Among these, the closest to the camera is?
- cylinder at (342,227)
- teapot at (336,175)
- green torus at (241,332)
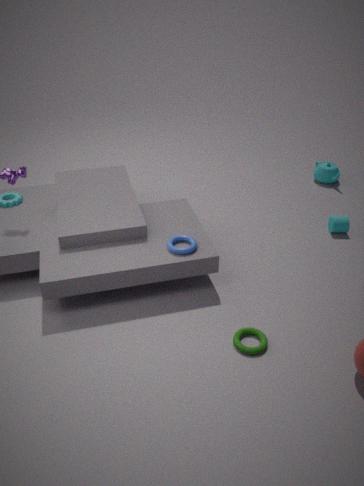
green torus at (241,332)
